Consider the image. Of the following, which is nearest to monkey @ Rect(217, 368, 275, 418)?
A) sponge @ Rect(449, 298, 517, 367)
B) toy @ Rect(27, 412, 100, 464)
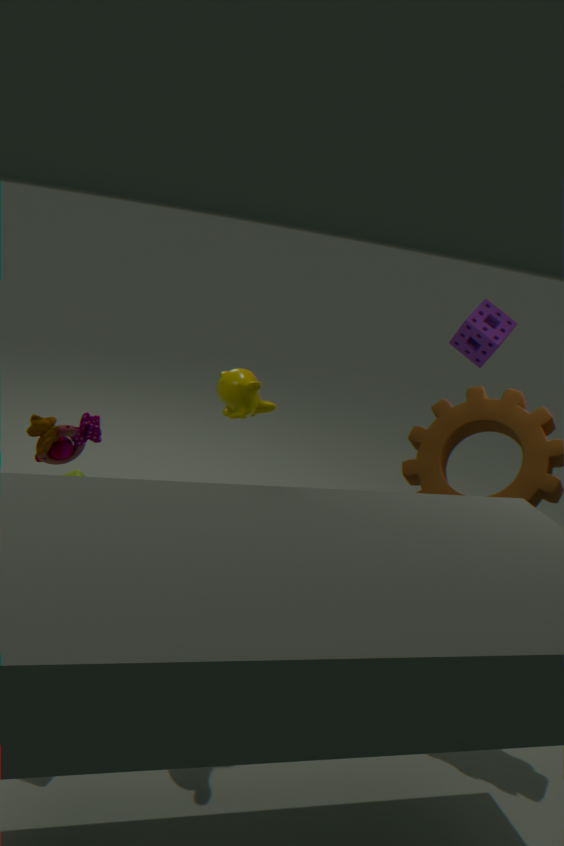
toy @ Rect(27, 412, 100, 464)
